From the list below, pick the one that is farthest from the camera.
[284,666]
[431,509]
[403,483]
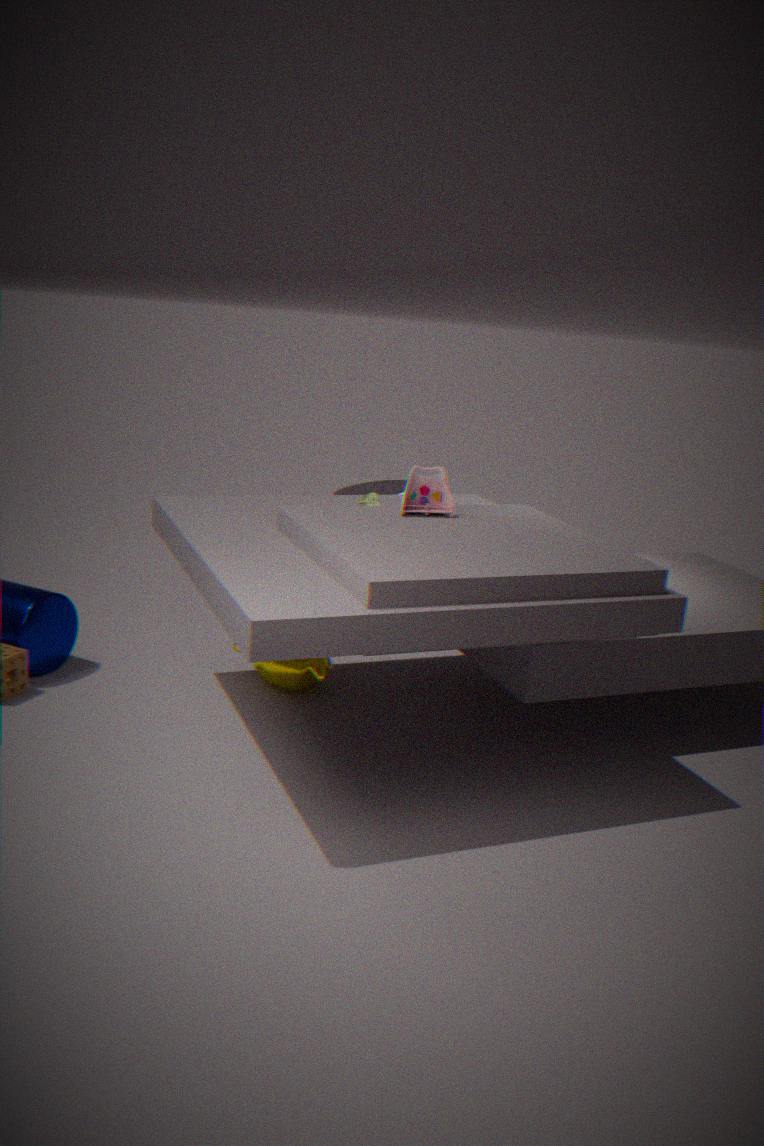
[403,483]
